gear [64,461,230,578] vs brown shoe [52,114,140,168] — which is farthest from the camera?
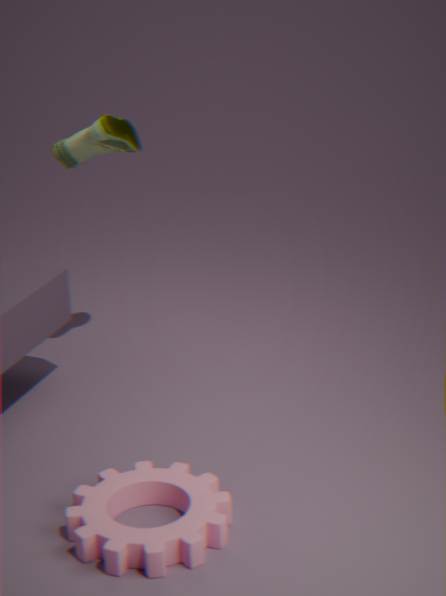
brown shoe [52,114,140,168]
